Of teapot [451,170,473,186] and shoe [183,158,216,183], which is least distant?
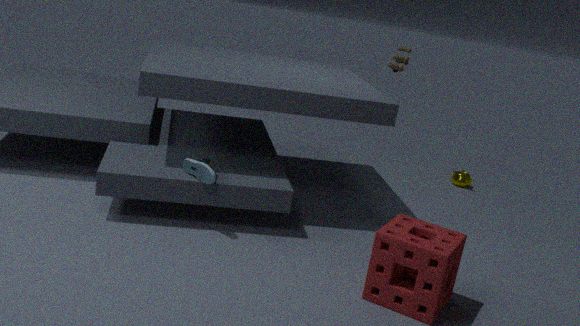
shoe [183,158,216,183]
